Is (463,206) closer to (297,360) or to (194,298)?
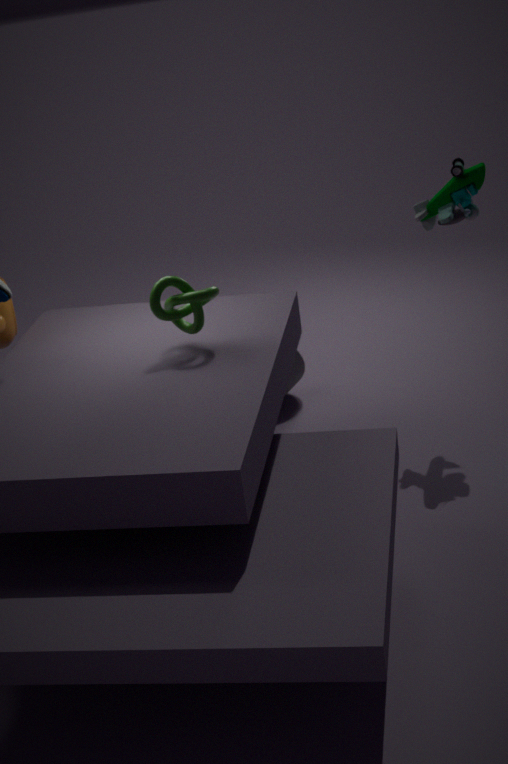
(194,298)
